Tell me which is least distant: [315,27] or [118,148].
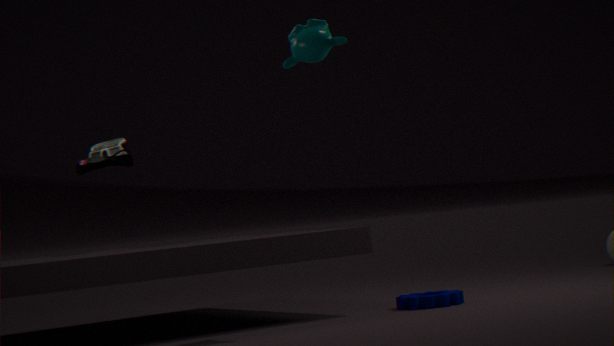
[315,27]
